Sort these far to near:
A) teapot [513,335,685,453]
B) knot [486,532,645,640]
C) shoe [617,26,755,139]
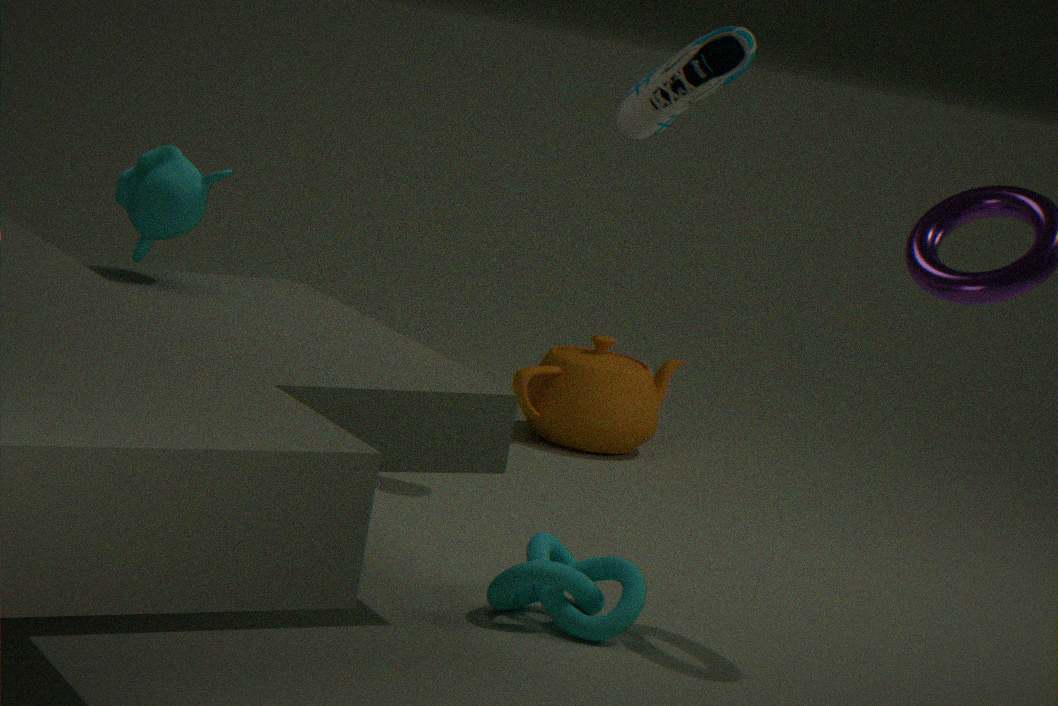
1. teapot [513,335,685,453]
2. shoe [617,26,755,139]
3. knot [486,532,645,640]
